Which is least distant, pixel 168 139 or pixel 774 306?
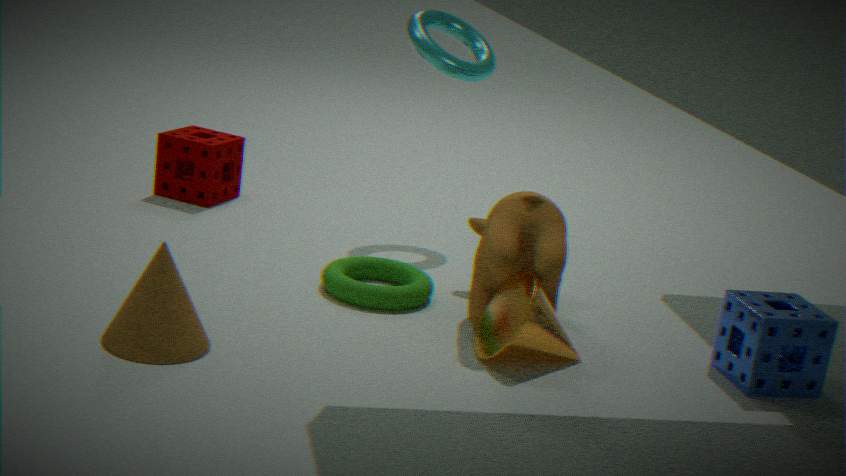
pixel 774 306
